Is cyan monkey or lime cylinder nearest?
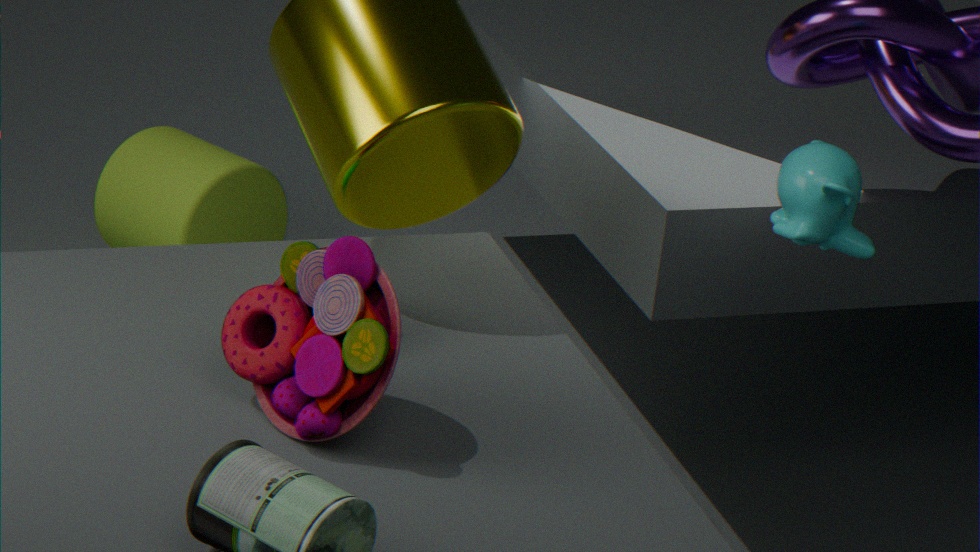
cyan monkey
